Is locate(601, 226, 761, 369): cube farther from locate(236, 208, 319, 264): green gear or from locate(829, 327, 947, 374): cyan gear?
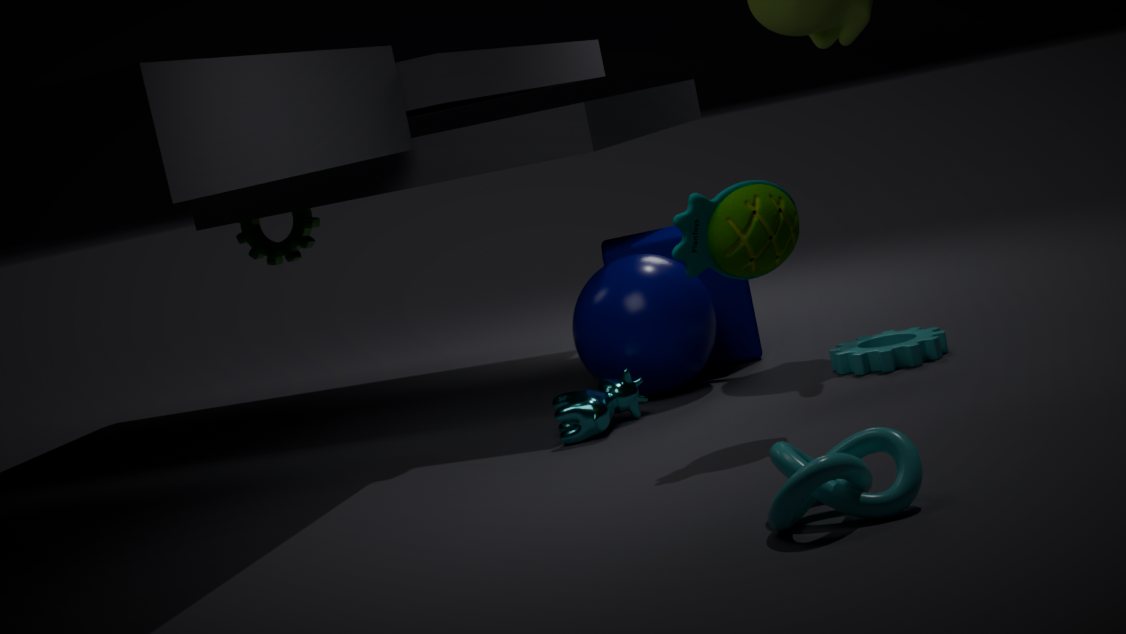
locate(236, 208, 319, 264): green gear
